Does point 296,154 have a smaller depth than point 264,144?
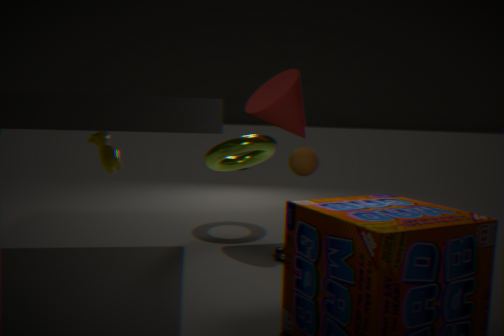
Yes
